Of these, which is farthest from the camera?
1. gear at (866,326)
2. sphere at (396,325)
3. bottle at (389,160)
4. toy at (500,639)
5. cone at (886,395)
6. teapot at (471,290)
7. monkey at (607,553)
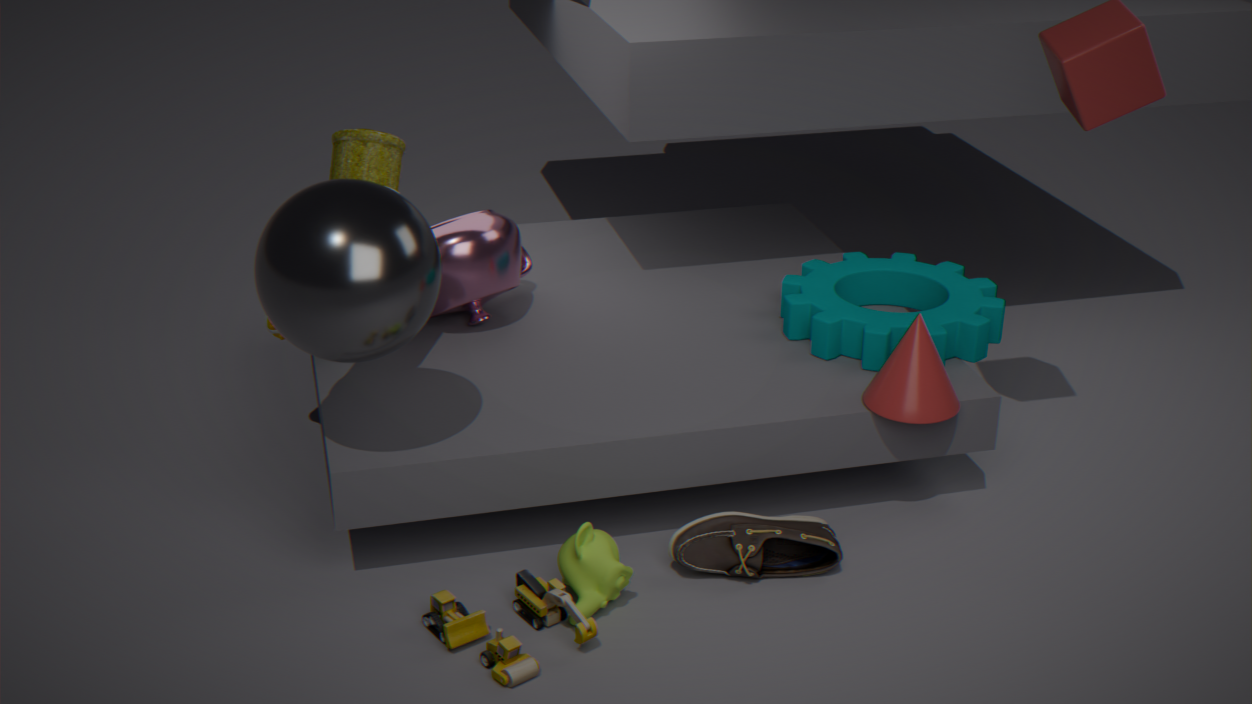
teapot at (471,290)
